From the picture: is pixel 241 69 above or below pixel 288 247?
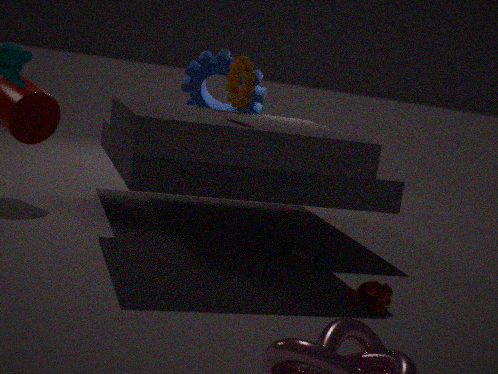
above
